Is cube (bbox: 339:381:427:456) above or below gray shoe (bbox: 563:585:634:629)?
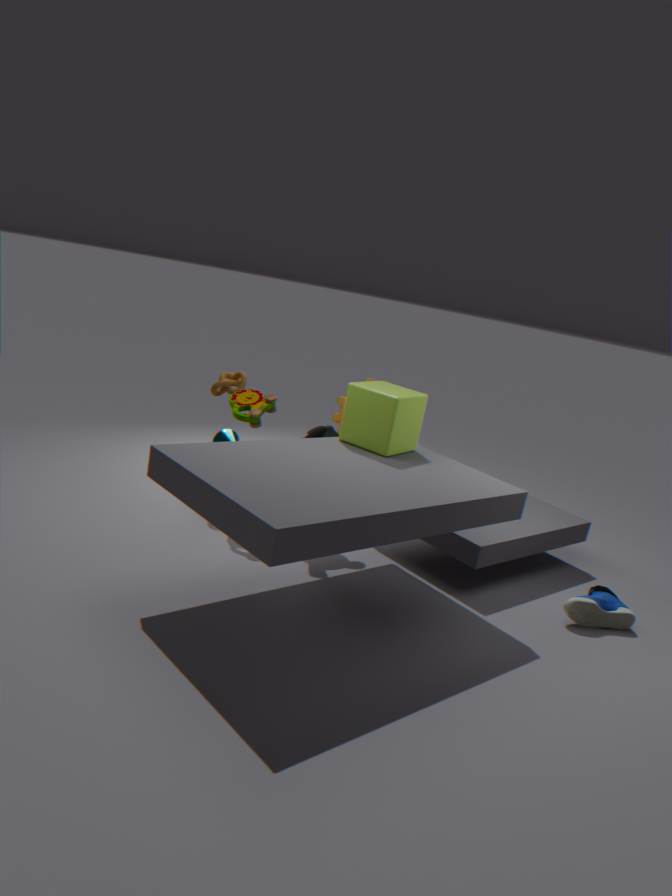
above
